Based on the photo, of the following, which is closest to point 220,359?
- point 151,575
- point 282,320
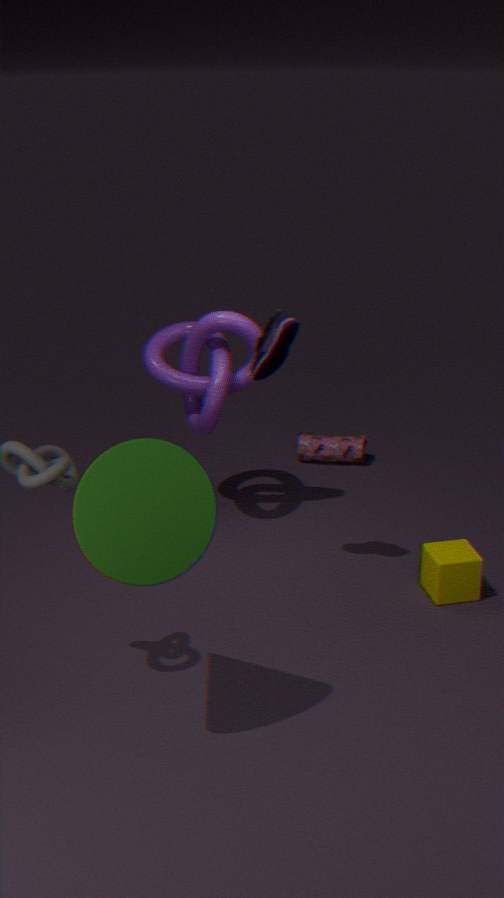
point 282,320
